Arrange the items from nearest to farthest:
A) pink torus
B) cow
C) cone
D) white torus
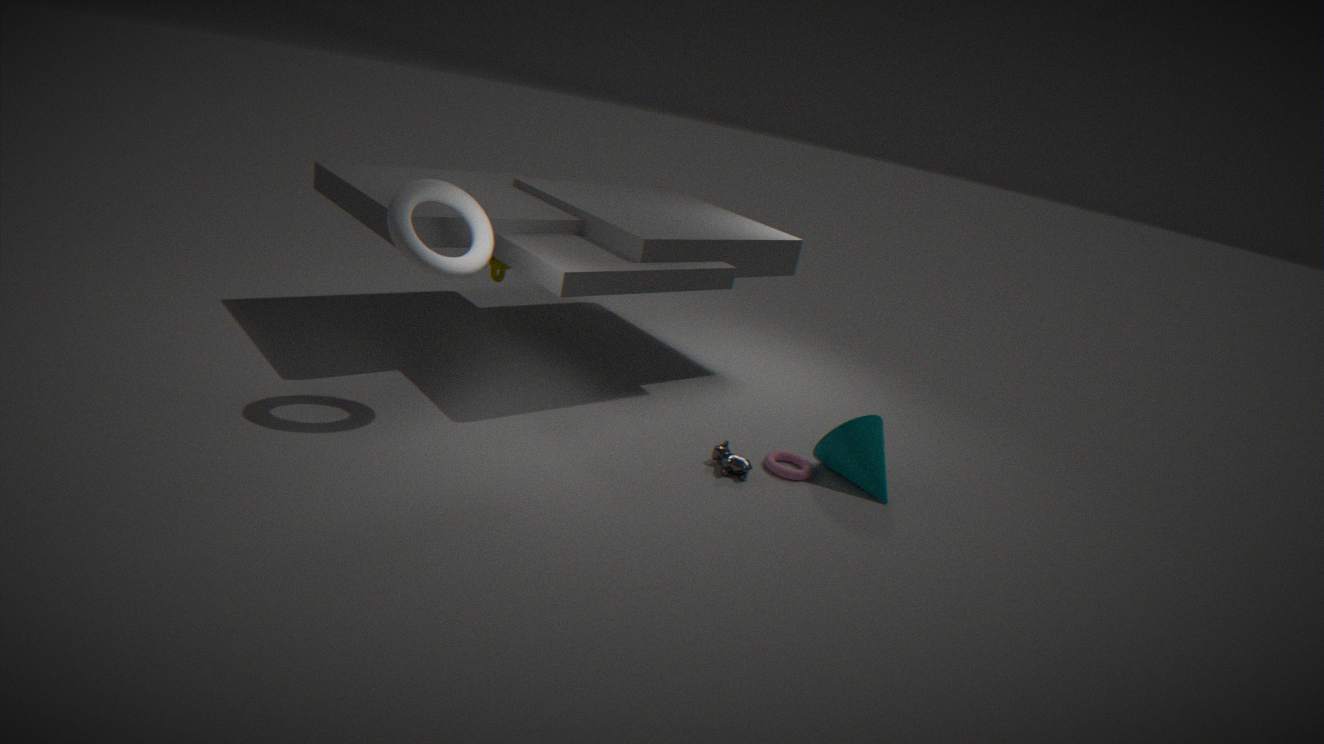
white torus → cow → cone → pink torus
